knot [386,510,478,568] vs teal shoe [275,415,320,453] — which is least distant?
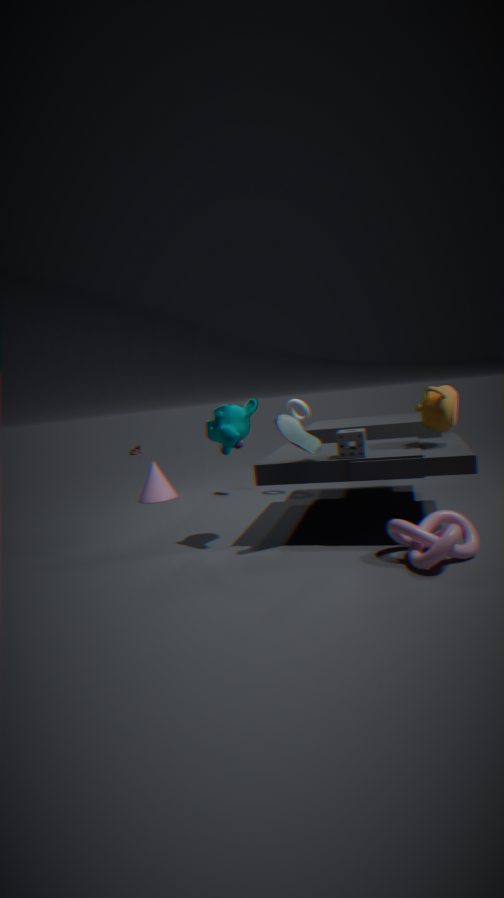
knot [386,510,478,568]
